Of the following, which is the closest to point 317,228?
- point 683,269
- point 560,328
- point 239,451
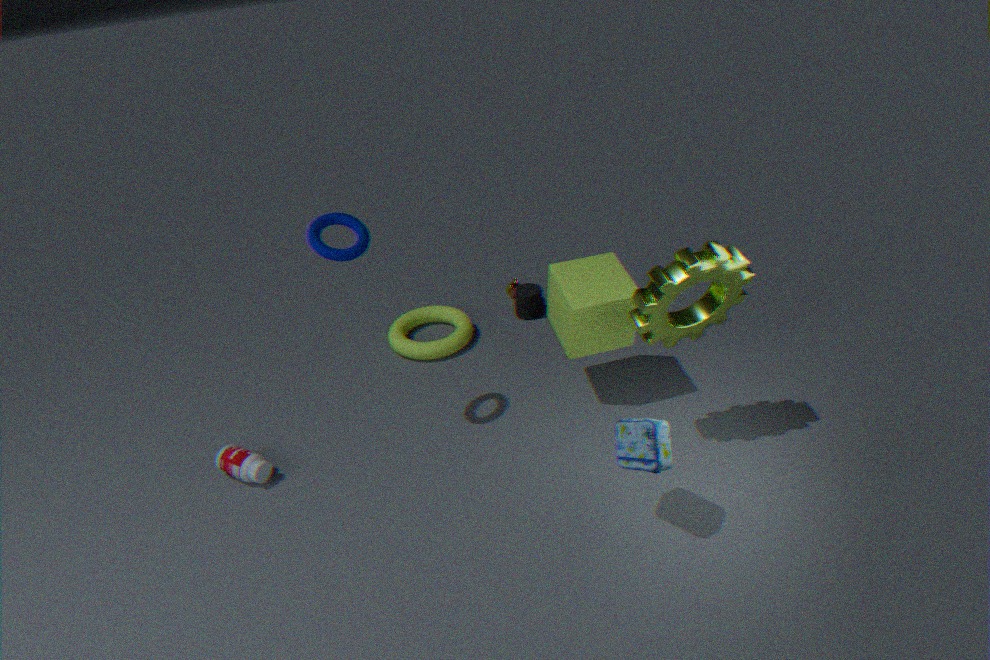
point 239,451
